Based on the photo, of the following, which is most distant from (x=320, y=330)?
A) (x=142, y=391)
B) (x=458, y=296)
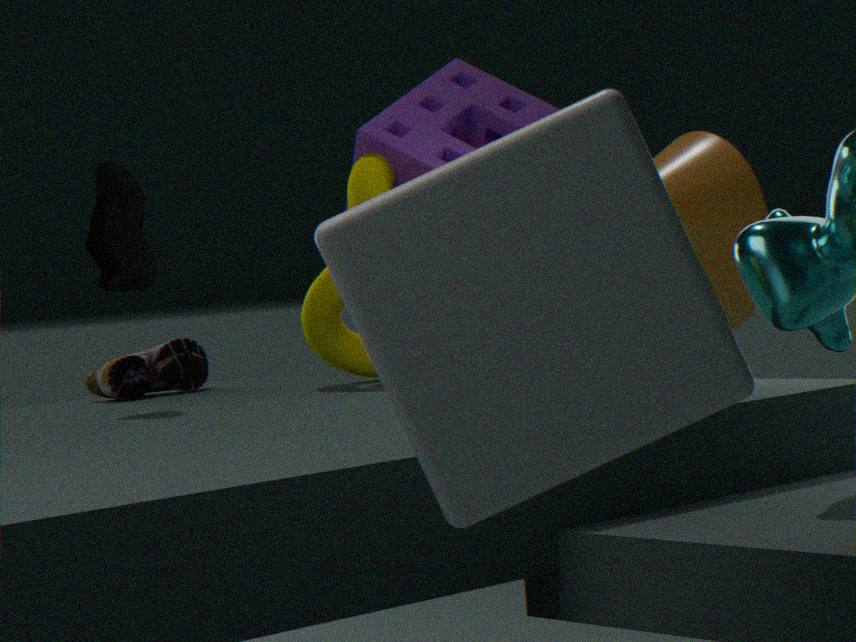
(x=458, y=296)
